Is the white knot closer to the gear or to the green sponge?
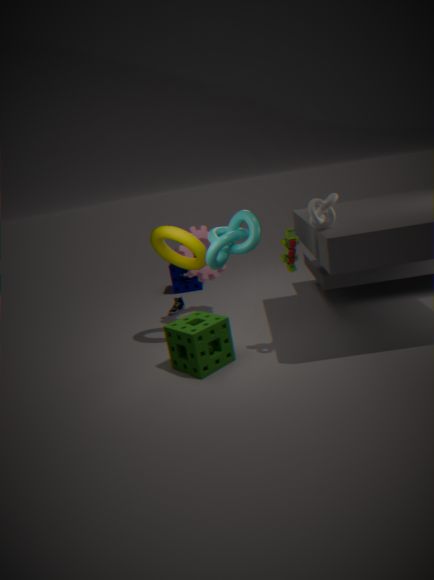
the green sponge
